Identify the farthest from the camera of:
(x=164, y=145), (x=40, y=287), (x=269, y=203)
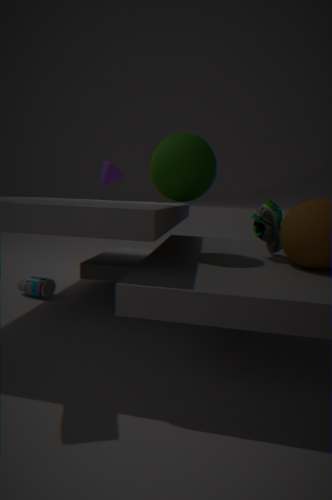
(x=40, y=287)
